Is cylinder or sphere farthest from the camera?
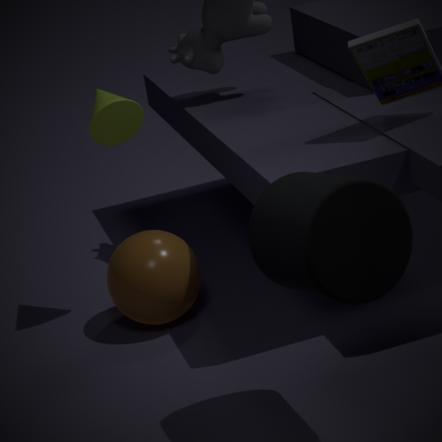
sphere
